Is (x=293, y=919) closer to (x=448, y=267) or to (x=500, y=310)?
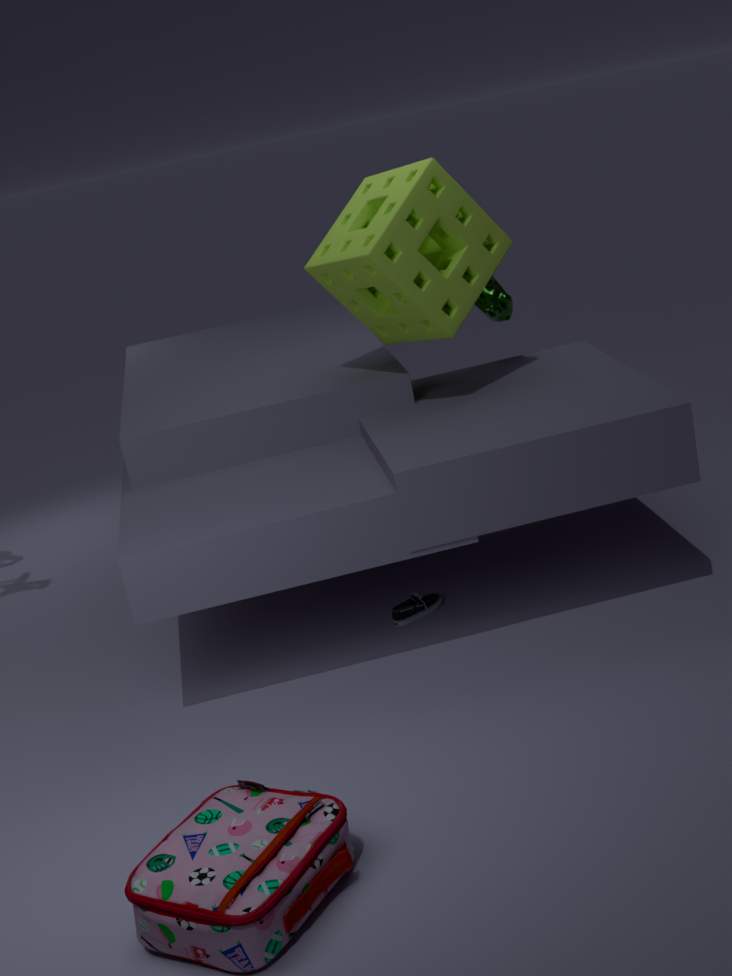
(x=448, y=267)
